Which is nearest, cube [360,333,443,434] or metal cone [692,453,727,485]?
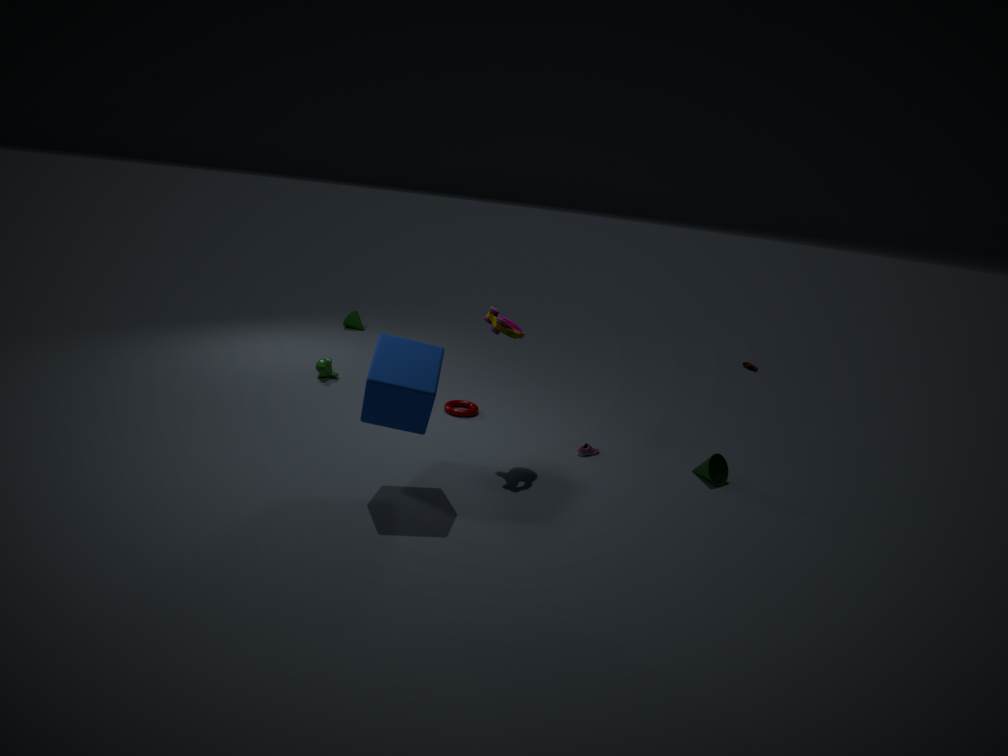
cube [360,333,443,434]
